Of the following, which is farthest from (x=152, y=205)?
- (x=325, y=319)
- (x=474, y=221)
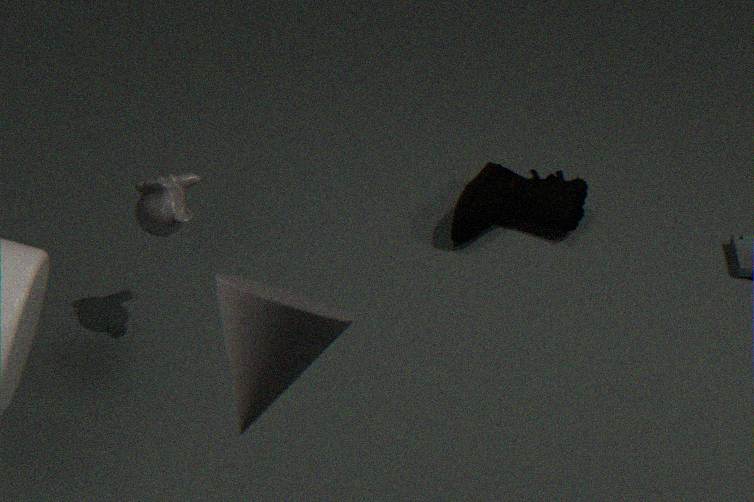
(x=325, y=319)
